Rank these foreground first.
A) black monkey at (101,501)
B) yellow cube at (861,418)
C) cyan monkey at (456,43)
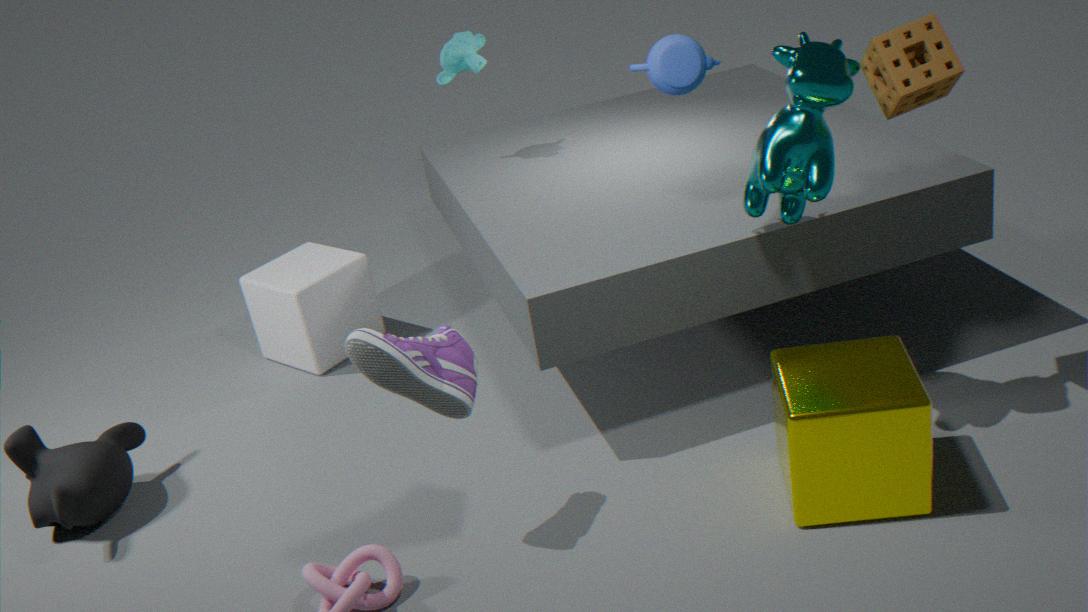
yellow cube at (861,418) < black monkey at (101,501) < cyan monkey at (456,43)
